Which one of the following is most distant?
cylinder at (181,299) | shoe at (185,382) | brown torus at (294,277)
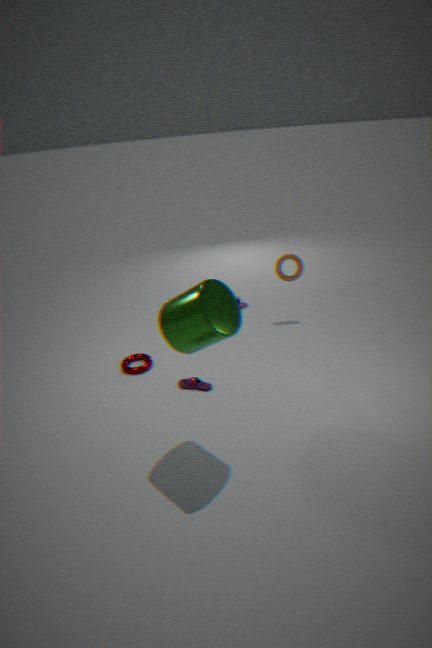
brown torus at (294,277)
